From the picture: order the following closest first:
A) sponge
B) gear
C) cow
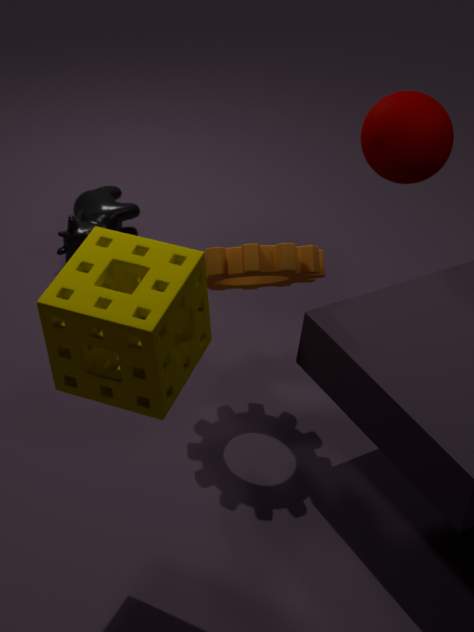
sponge < gear < cow
